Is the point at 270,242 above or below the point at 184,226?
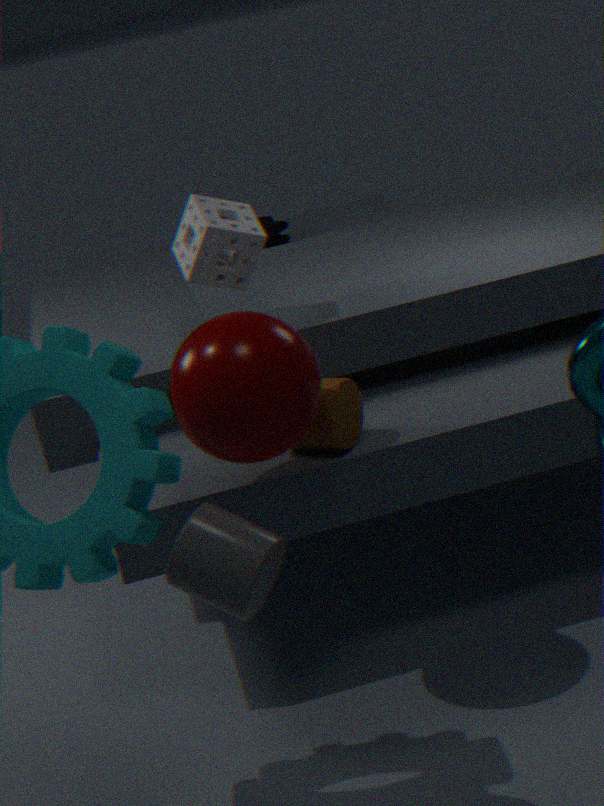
below
